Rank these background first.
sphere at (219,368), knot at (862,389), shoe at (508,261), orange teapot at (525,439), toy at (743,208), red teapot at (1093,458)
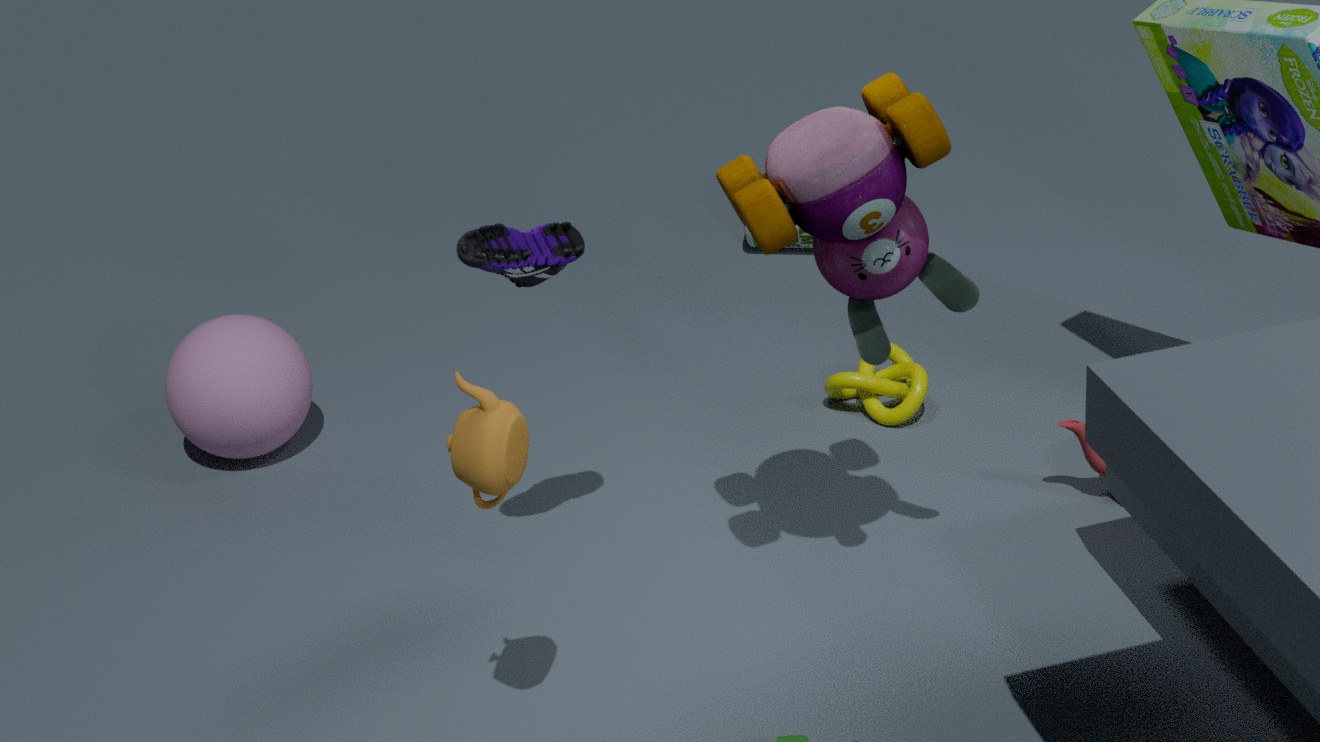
knot at (862,389) < sphere at (219,368) < red teapot at (1093,458) < shoe at (508,261) < toy at (743,208) < orange teapot at (525,439)
